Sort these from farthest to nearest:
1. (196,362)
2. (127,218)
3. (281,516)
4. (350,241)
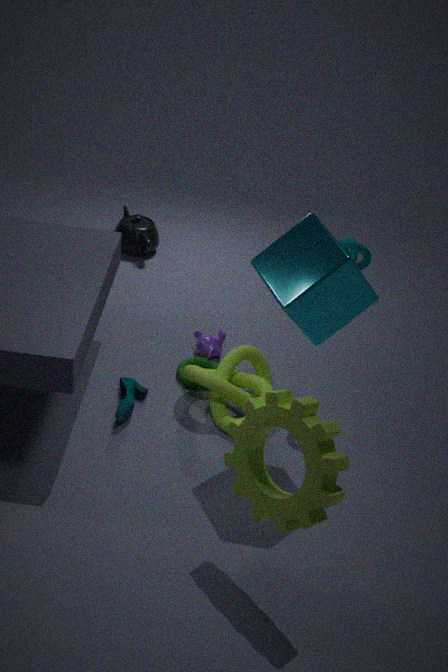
(127,218) < (196,362) < (350,241) < (281,516)
